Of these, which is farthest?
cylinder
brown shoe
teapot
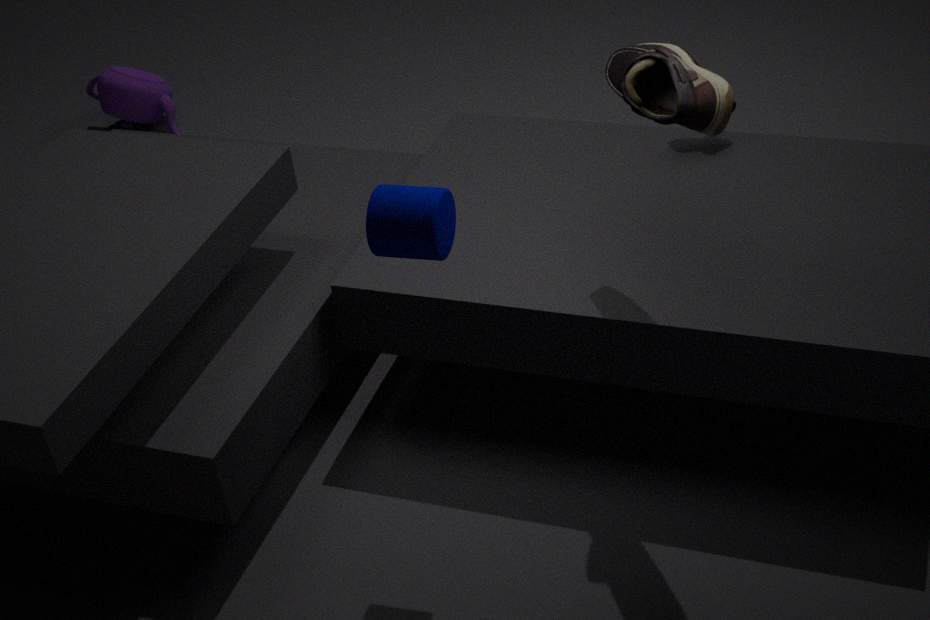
teapot
